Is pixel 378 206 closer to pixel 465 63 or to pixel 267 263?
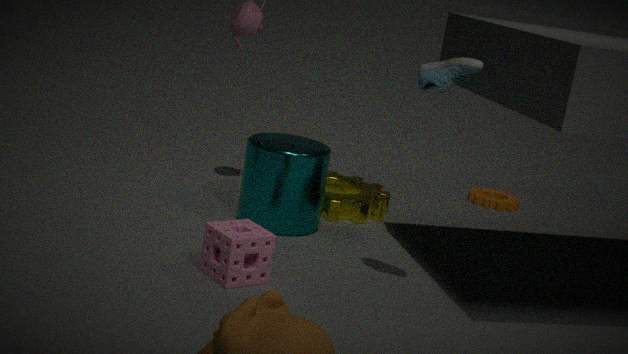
pixel 267 263
